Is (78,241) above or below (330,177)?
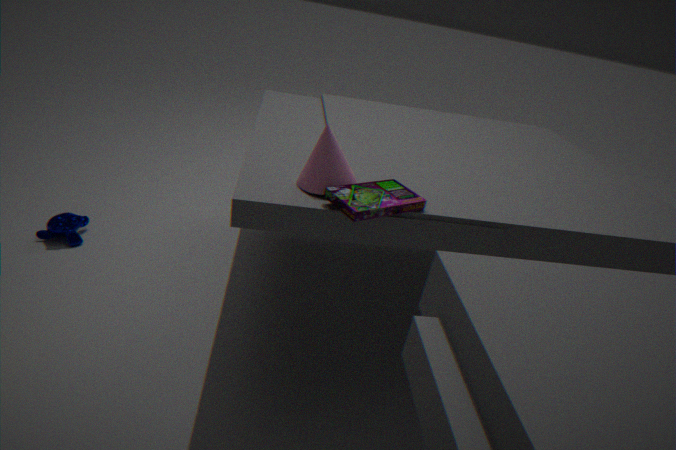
below
